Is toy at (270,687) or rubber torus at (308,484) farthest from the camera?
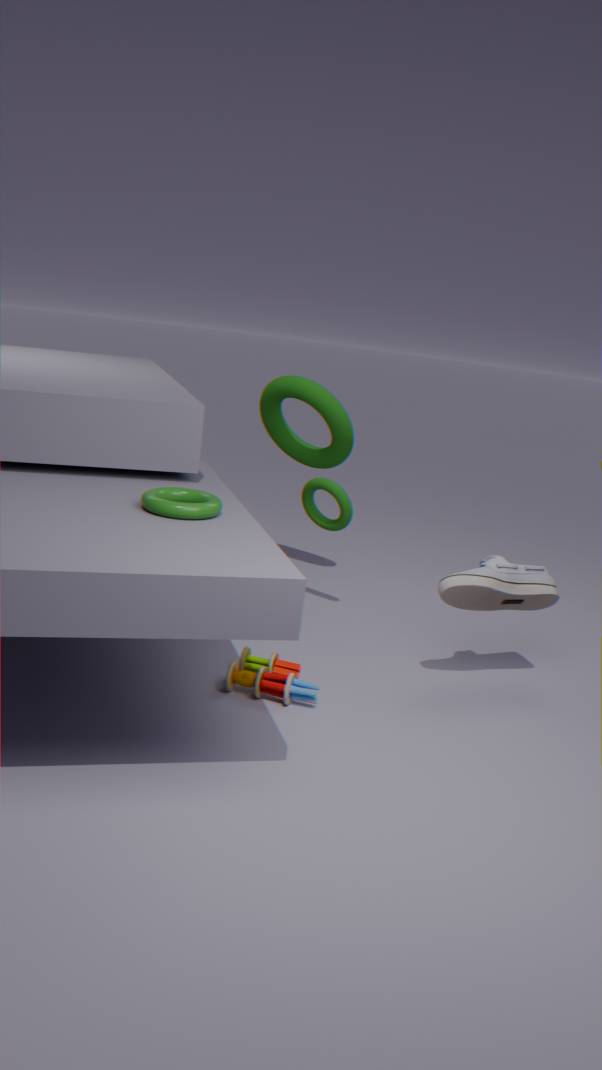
rubber torus at (308,484)
